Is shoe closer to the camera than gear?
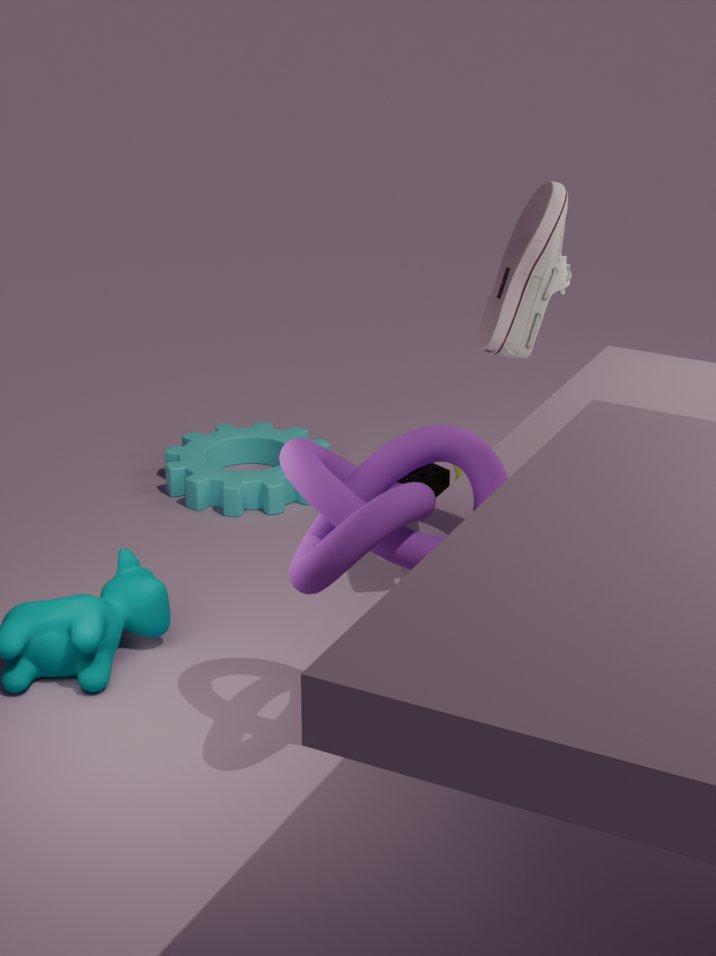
Yes
